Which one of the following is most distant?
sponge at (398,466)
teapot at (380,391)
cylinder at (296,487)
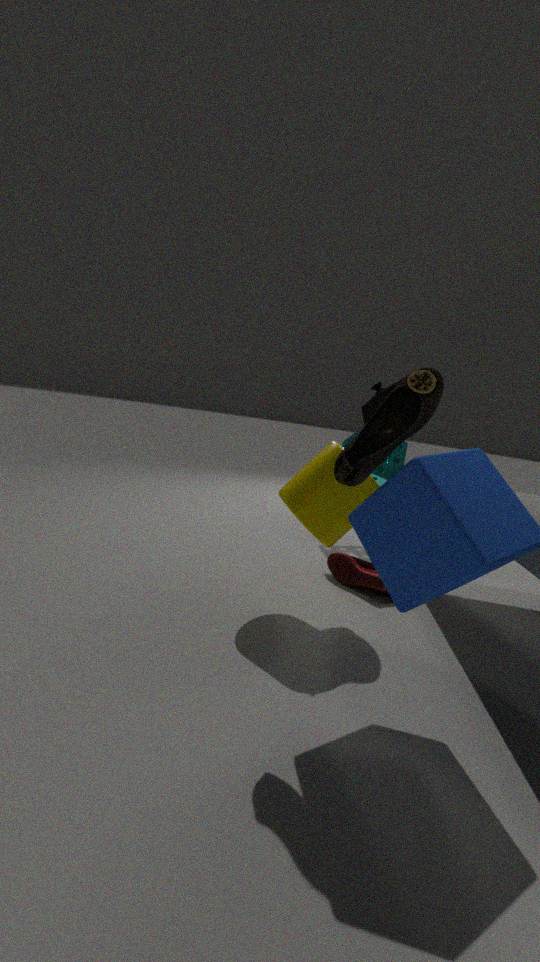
sponge at (398,466)
